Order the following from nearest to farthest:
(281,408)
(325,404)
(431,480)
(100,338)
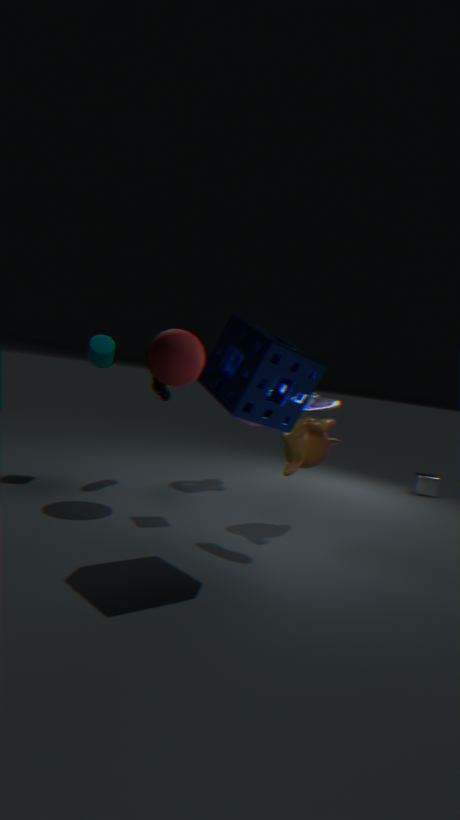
(281,408), (325,404), (100,338), (431,480)
